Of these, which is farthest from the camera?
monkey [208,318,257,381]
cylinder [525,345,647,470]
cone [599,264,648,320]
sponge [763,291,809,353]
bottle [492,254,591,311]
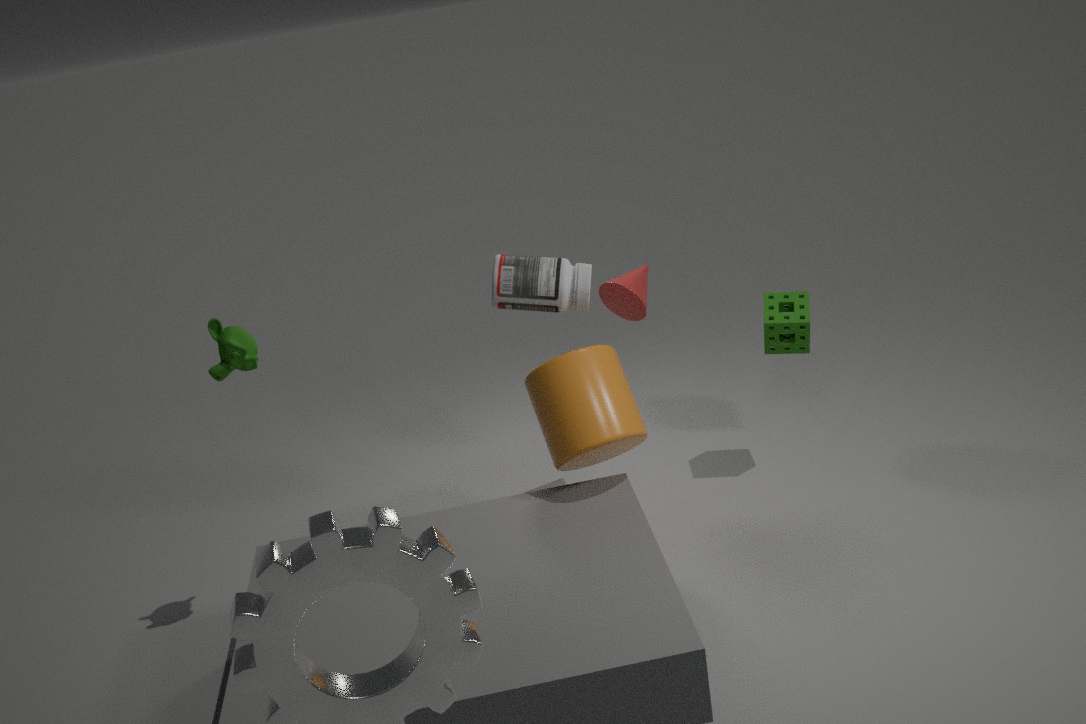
sponge [763,291,809,353]
